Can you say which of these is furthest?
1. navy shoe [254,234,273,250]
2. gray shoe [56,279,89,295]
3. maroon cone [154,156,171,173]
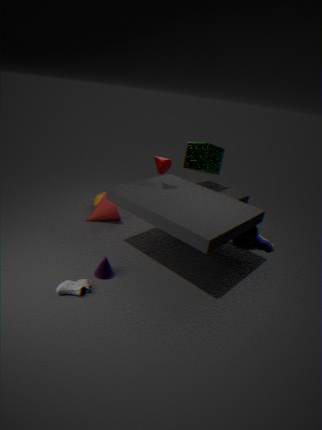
navy shoe [254,234,273,250]
